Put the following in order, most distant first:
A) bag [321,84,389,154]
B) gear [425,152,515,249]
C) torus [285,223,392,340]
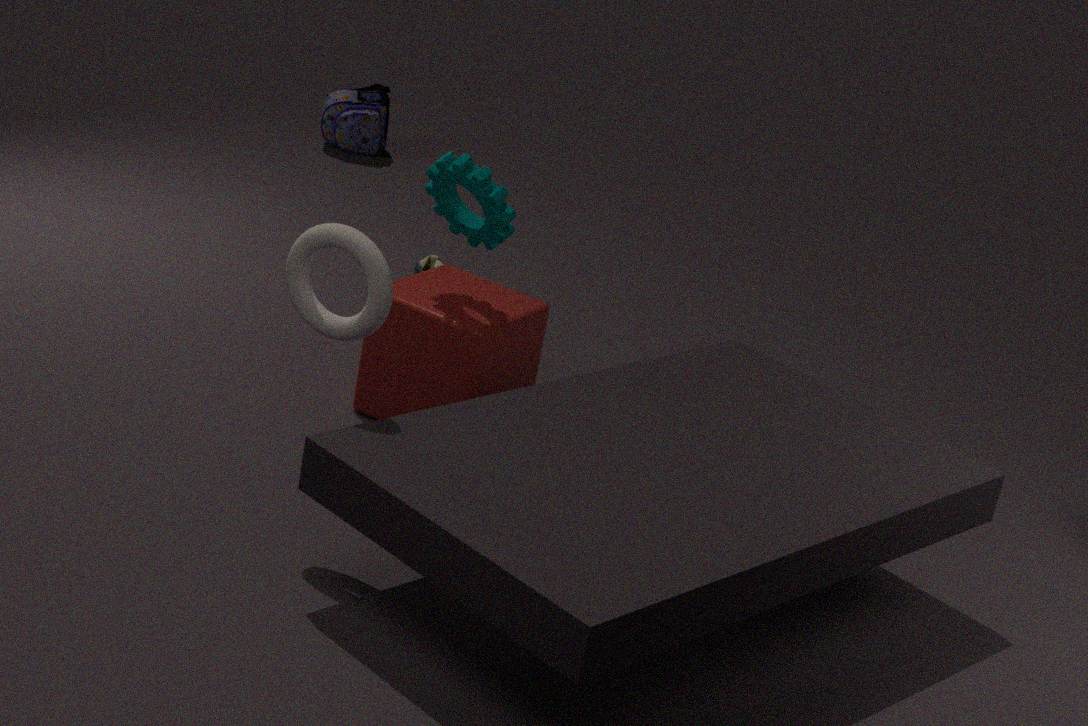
A < B < C
